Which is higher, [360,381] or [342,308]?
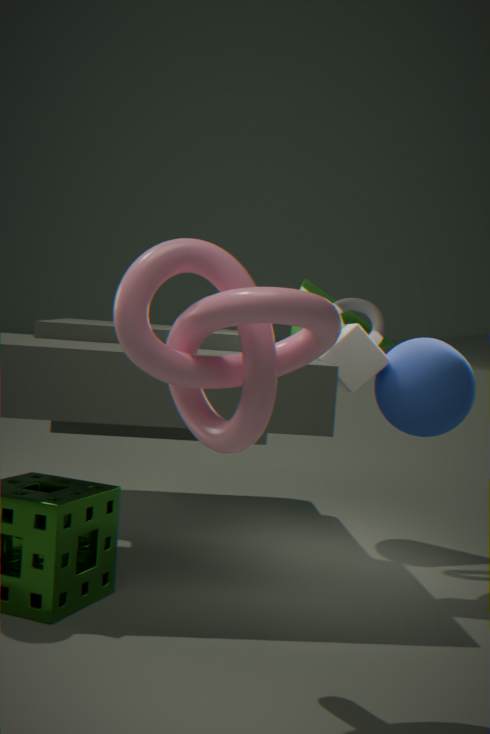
[342,308]
